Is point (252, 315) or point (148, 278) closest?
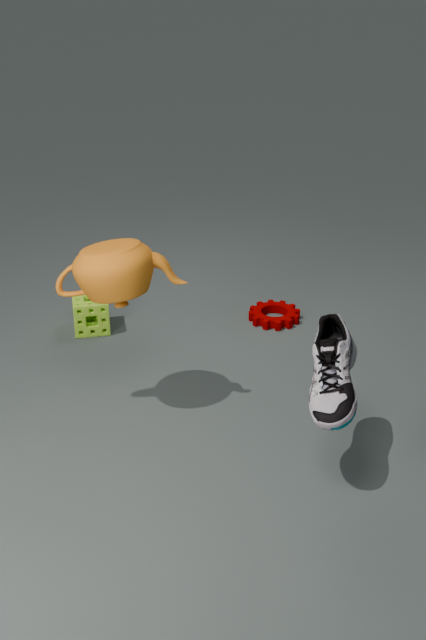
point (148, 278)
